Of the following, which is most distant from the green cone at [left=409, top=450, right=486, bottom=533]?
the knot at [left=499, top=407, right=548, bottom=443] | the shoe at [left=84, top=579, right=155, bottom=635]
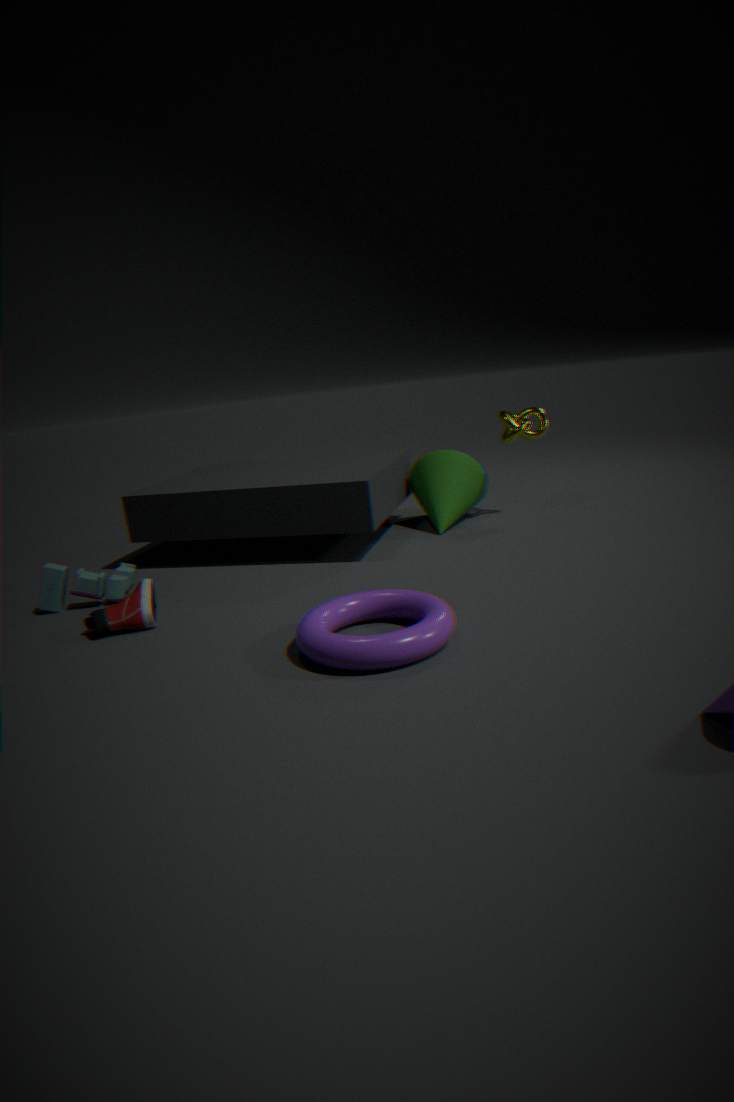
the shoe at [left=84, top=579, right=155, bottom=635]
